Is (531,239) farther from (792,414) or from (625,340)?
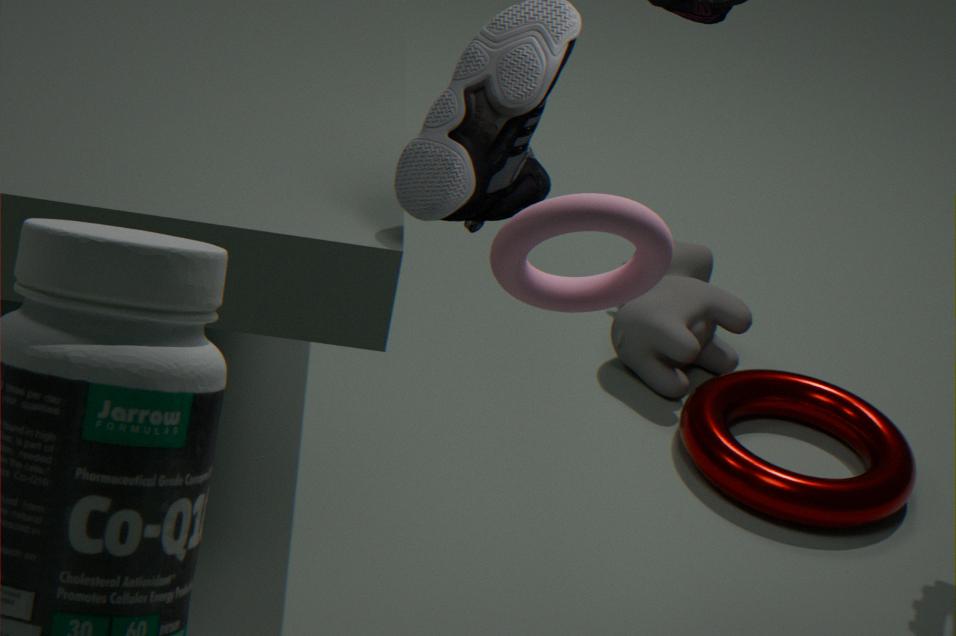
(625,340)
